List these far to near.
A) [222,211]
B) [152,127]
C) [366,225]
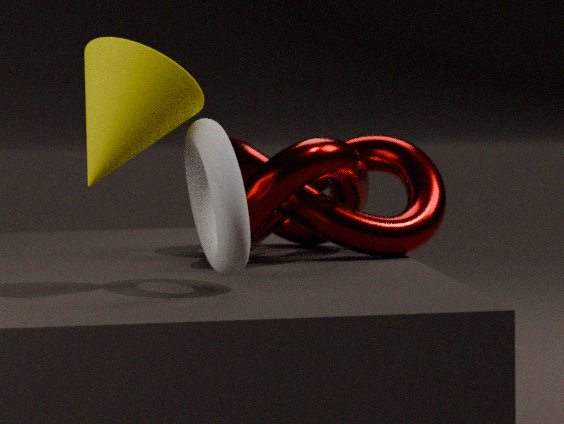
[366,225] < [152,127] < [222,211]
